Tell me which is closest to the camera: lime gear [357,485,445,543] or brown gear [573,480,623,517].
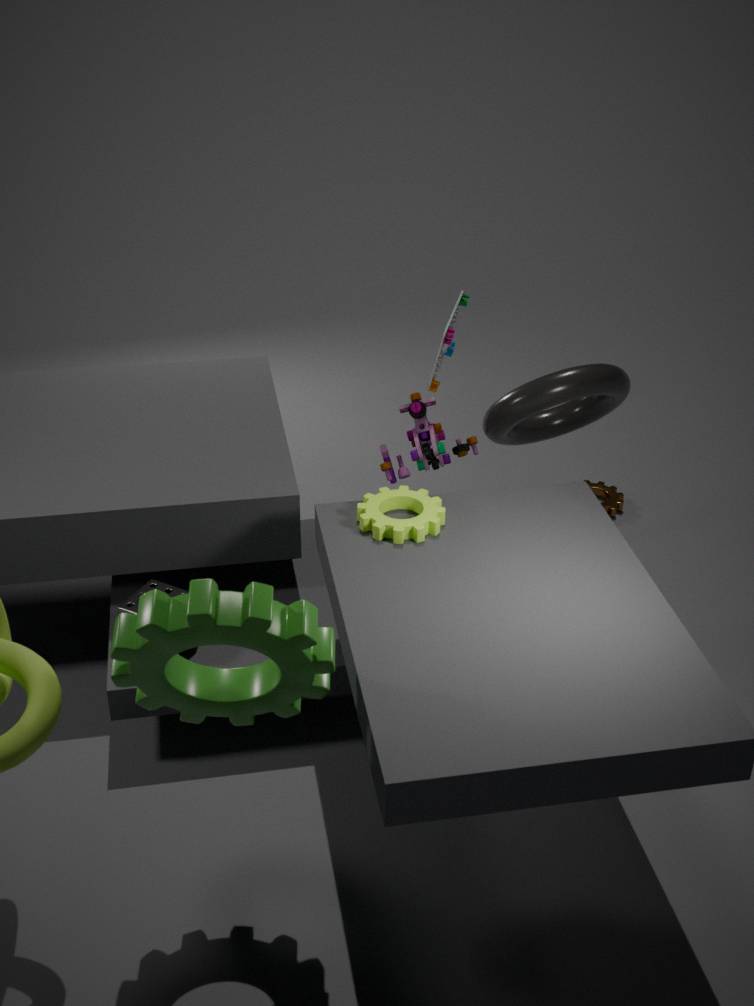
lime gear [357,485,445,543]
